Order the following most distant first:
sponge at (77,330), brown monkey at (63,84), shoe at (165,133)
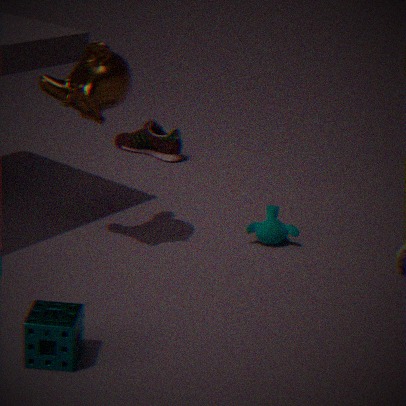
1. shoe at (165,133)
2. brown monkey at (63,84)
3. sponge at (77,330)
